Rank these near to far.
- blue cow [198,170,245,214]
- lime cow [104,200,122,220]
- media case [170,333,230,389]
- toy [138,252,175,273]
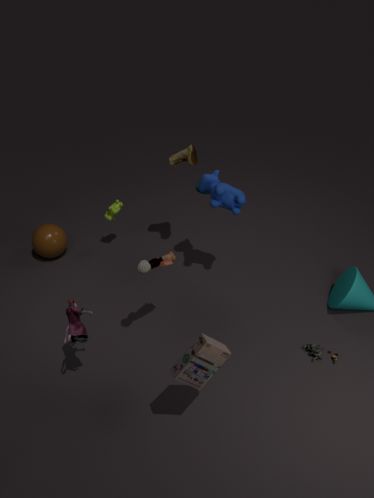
media case [170,333,230,389] → toy [138,252,175,273] → blue cow [198,170,245,214] → lime cow [104,200,122,220]
